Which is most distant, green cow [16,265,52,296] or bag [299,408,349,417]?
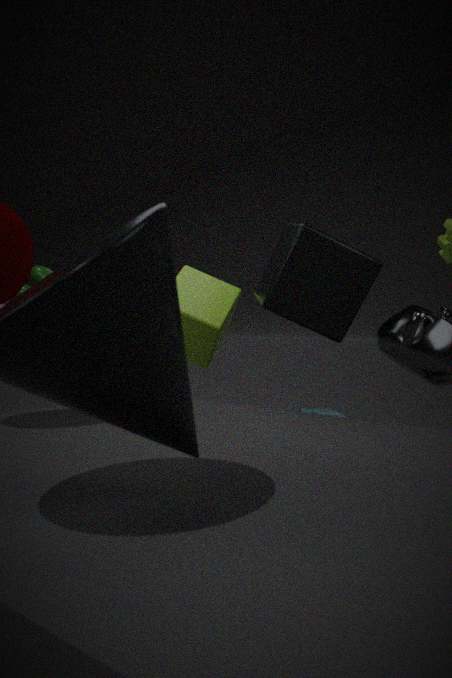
bag [299,408,349,417]
